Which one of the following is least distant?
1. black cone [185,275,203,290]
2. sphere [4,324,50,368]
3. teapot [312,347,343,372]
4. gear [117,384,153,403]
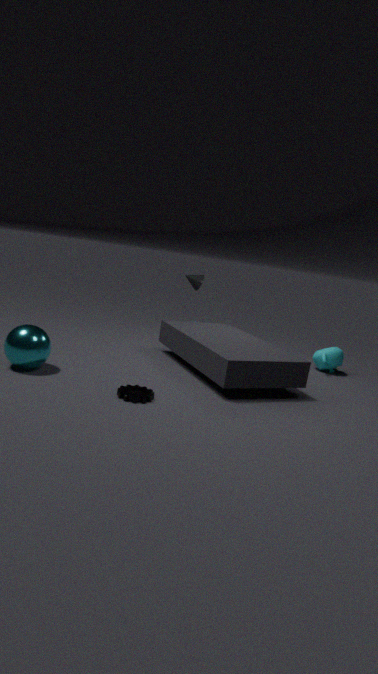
gear [117,384,153,403]
